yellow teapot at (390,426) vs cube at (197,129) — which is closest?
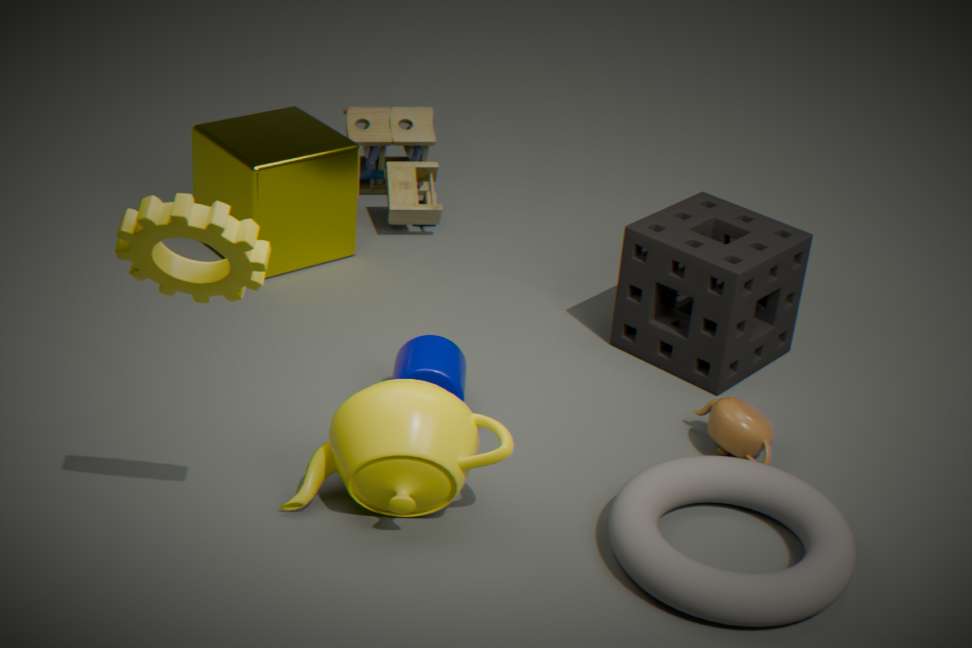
yellow teapot at (390,426)
